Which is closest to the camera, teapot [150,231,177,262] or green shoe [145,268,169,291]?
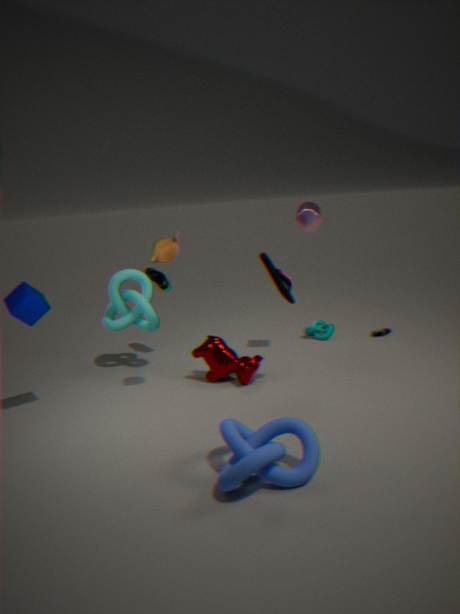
teapot [150,231,177,262]
